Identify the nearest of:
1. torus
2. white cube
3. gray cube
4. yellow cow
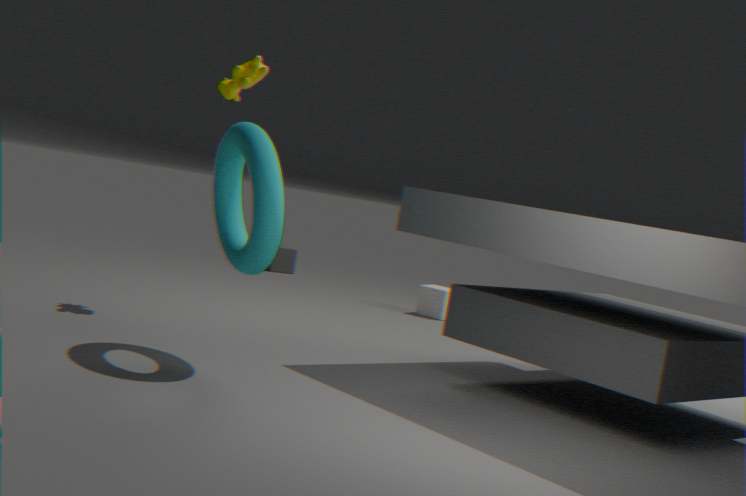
torus
